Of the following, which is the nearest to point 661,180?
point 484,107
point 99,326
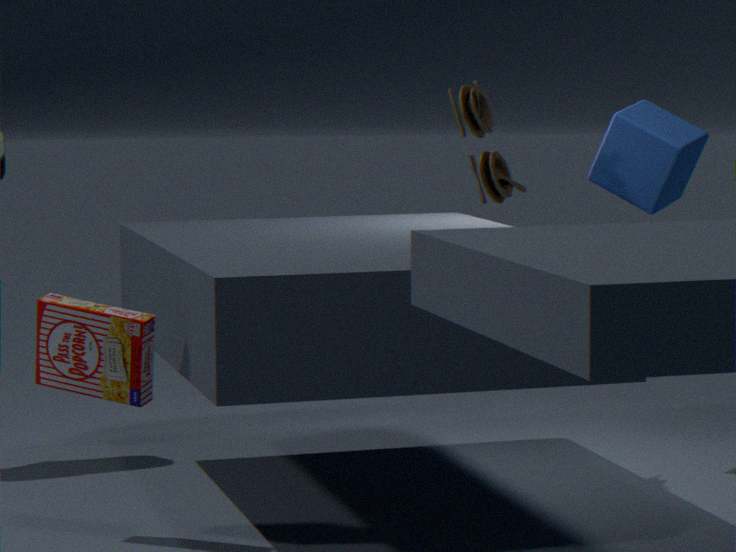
point 484,107
